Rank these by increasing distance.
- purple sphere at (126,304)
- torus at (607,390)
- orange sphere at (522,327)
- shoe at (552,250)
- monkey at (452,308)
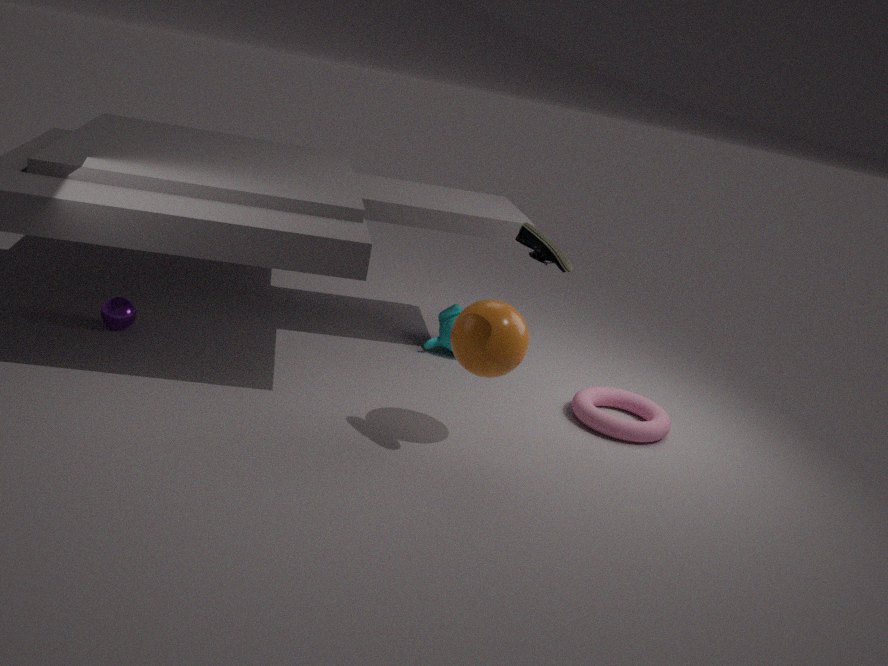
1. shoe at (552,250)
2. orange sphere at (522,327)
3. torus at (607,390)
4. purple sphere at (126,304)
5. monkey at (452,308)
